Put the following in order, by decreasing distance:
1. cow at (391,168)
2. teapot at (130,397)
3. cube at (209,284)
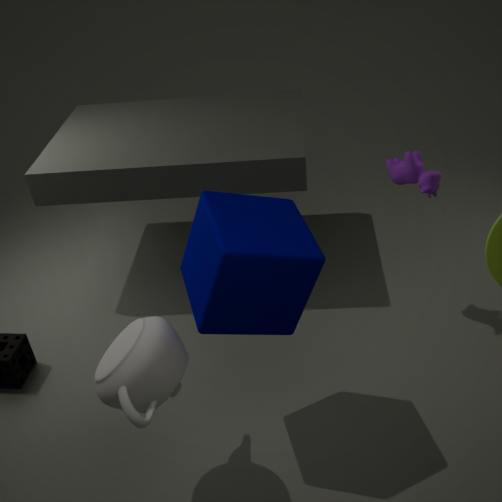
cow at (391,168)
cube at (209,284)
teapot at (130,397)
